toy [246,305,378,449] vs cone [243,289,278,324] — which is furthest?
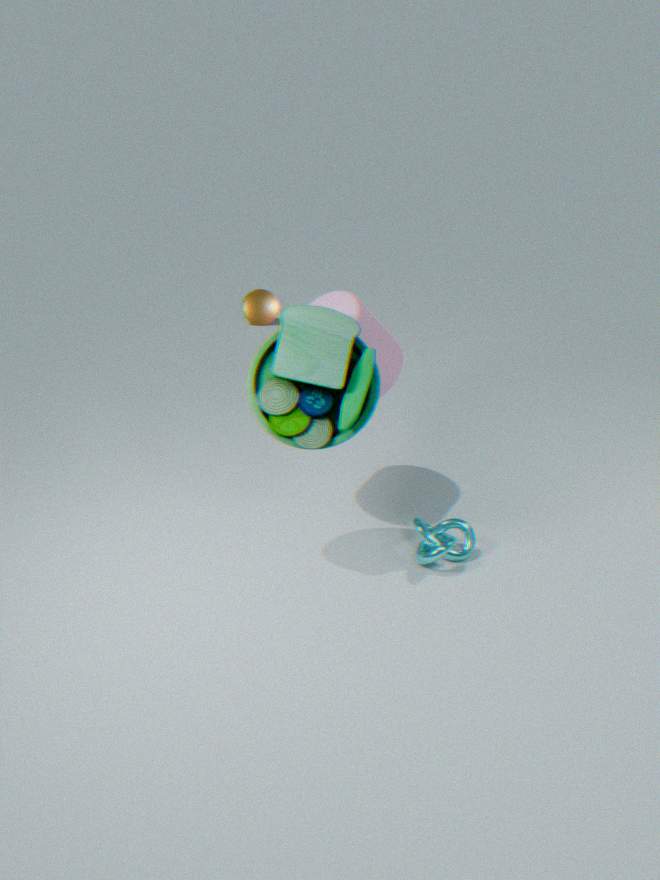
cone [243,289,278,324]
